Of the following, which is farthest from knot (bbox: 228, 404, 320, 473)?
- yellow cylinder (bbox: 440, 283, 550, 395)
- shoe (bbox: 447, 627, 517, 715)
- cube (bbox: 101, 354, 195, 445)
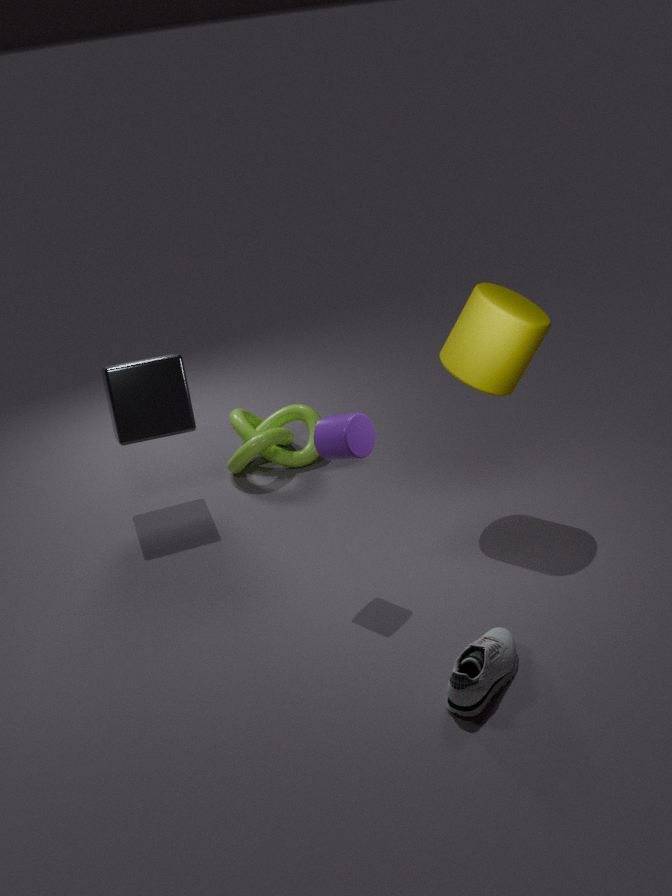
shoe (bbox: 447, 627, 517, 715)
